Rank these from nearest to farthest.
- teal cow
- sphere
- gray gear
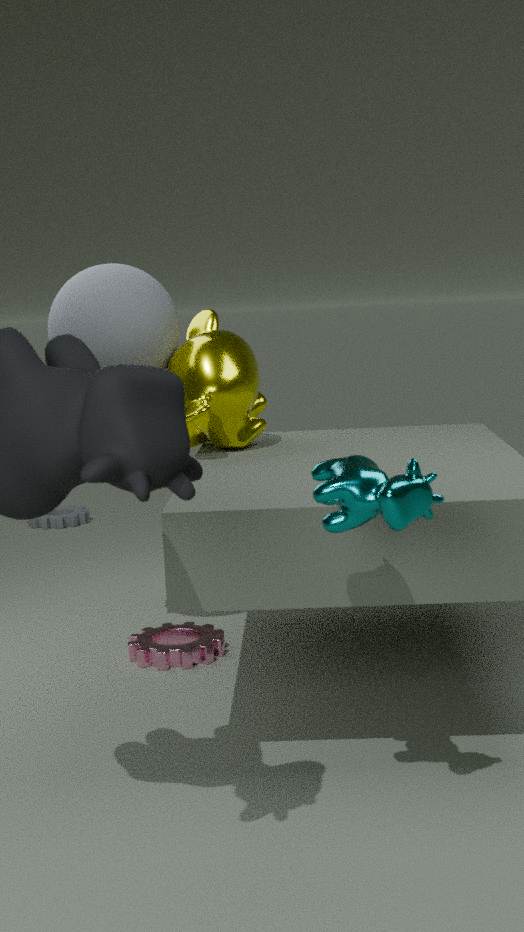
teal cow, sphere, gray gear
